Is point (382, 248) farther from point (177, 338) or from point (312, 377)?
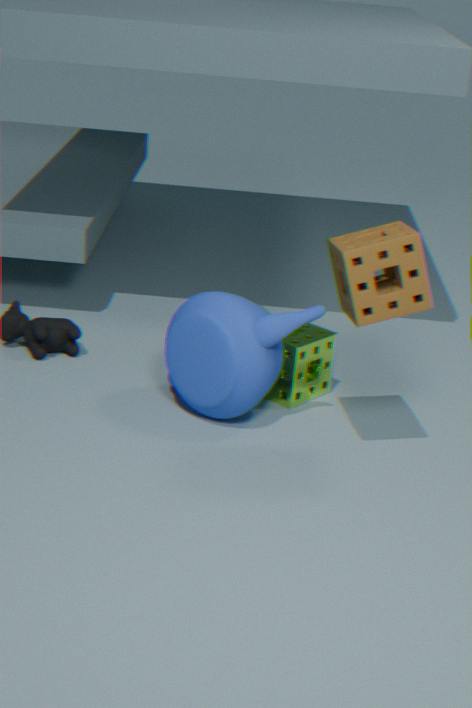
point (312, 377)
